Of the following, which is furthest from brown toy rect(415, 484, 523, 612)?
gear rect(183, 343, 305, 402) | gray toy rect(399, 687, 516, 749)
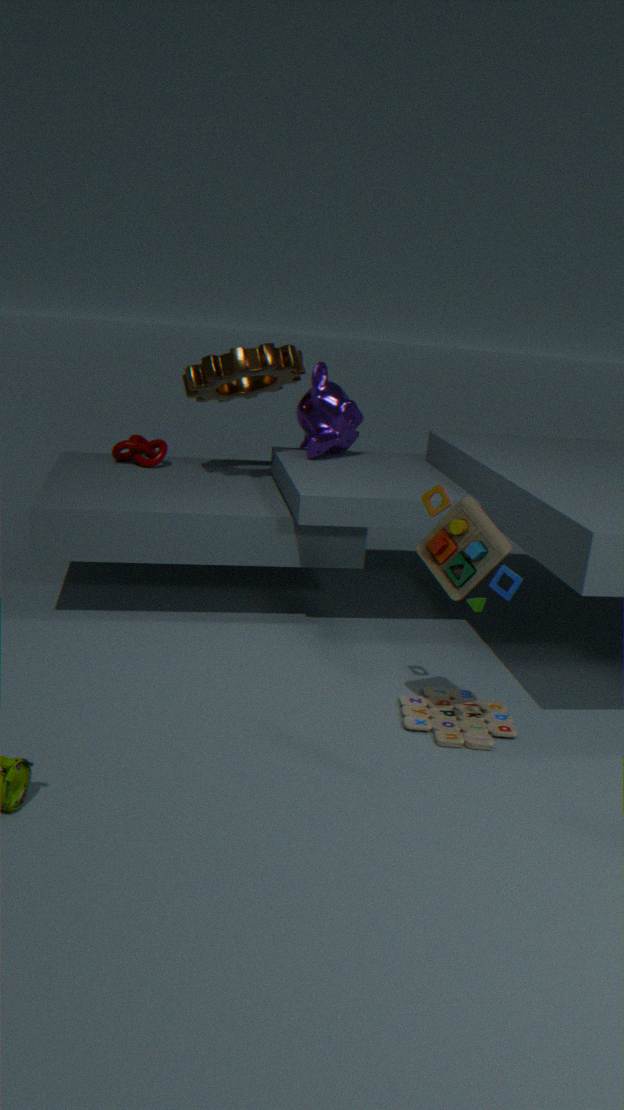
gear rect(183, 343, 305, 402)
